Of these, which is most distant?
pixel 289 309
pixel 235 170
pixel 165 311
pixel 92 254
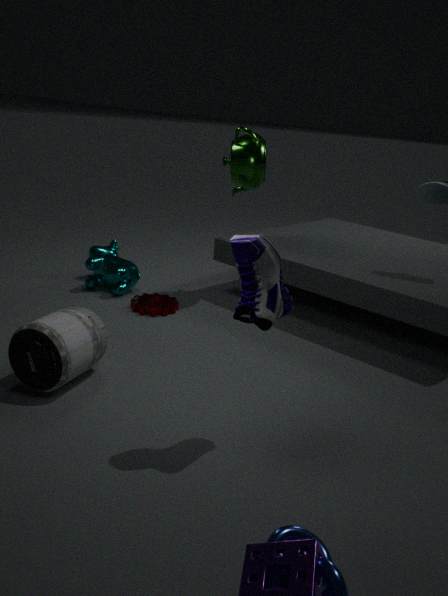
pixel 92 254
